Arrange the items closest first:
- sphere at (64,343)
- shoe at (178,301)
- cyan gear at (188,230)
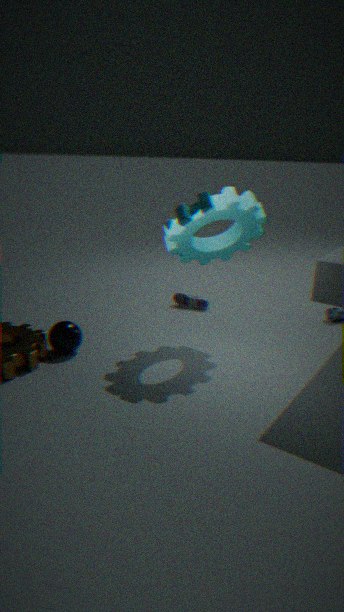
1. cyan gear at (188,230)
2. sphere at (64,343)
3. shoe at (178,301)
